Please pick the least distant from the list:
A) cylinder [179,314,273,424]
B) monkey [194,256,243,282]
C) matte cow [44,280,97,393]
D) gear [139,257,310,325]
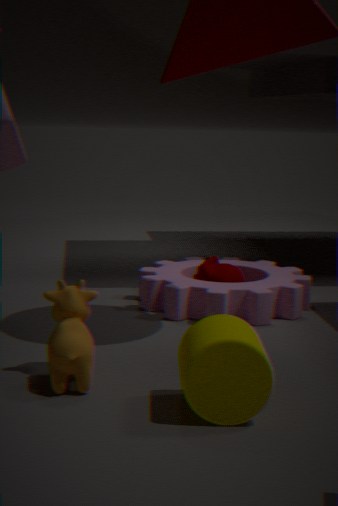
A. cylinder [179,314,273,424]
